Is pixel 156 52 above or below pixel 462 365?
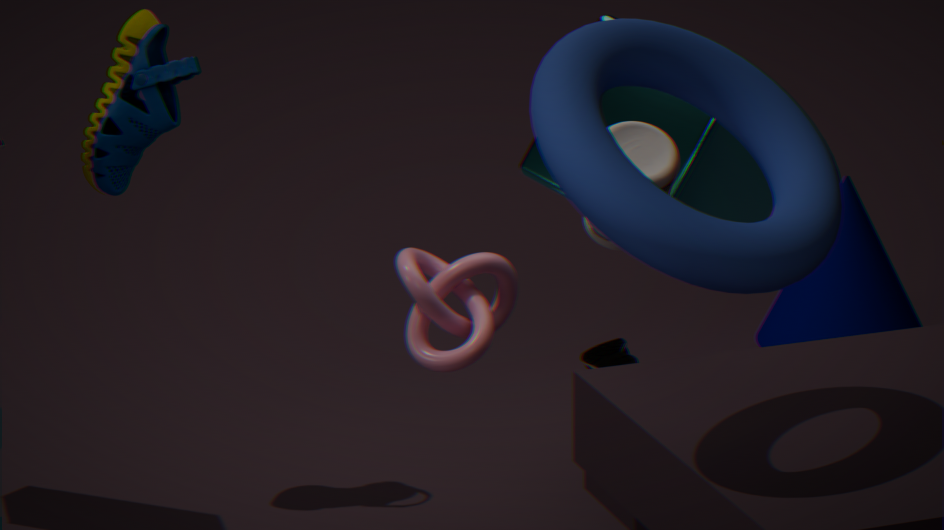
above
